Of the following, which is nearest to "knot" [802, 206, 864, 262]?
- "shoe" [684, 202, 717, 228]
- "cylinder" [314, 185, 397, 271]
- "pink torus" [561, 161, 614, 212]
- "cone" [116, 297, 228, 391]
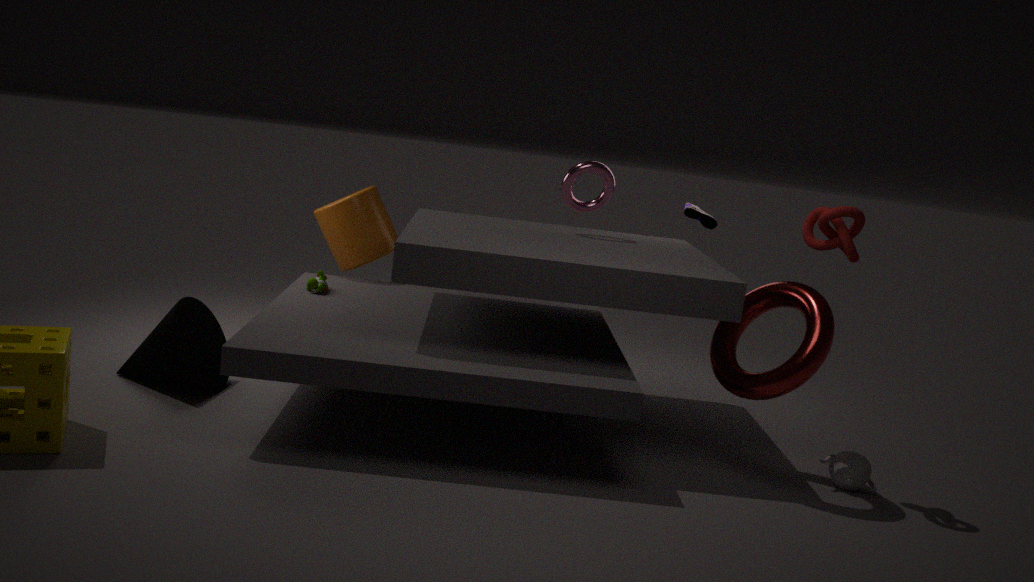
"pink torus" [561, 161, 614, 212]
